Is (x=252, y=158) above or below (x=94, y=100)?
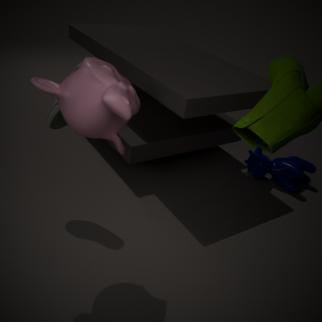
below
